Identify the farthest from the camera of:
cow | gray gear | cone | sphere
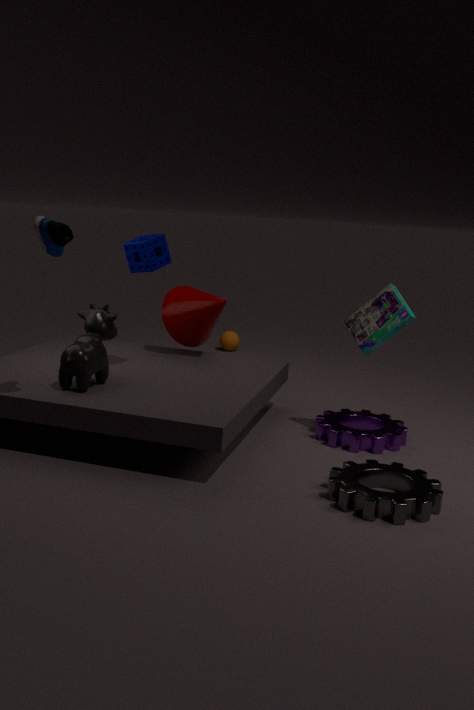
sphere
